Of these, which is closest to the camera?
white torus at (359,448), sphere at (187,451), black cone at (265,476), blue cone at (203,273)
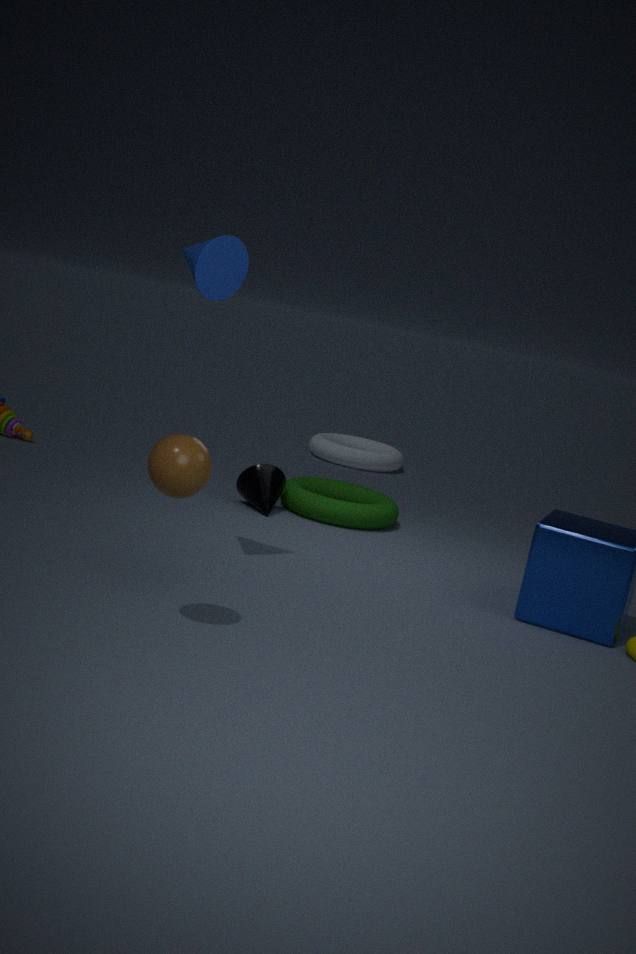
sphere at (187,451)
